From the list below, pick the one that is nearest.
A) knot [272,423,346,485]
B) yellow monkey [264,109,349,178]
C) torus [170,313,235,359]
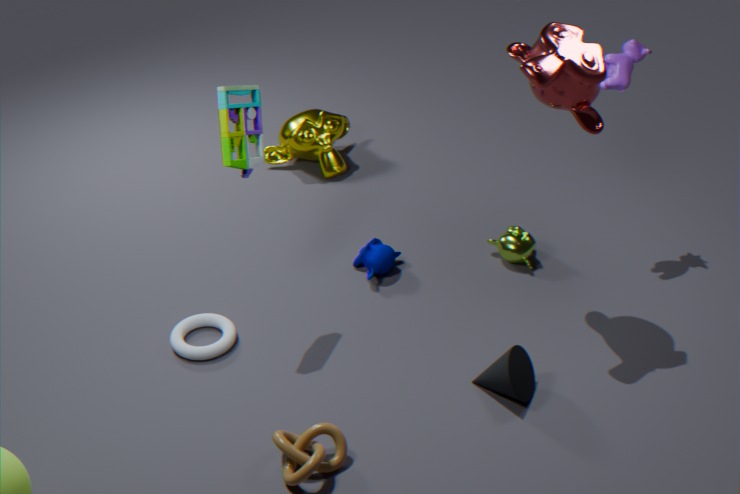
knot [272,423,346,485]
